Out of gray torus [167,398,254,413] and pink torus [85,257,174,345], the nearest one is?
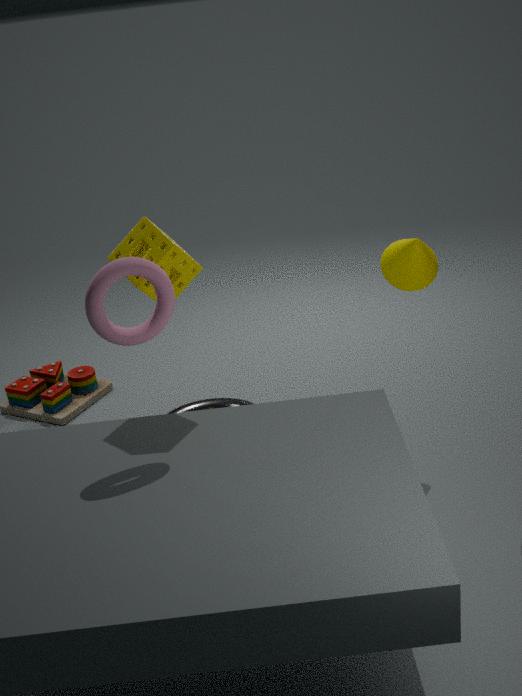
pink torus [85,257,174,345]
